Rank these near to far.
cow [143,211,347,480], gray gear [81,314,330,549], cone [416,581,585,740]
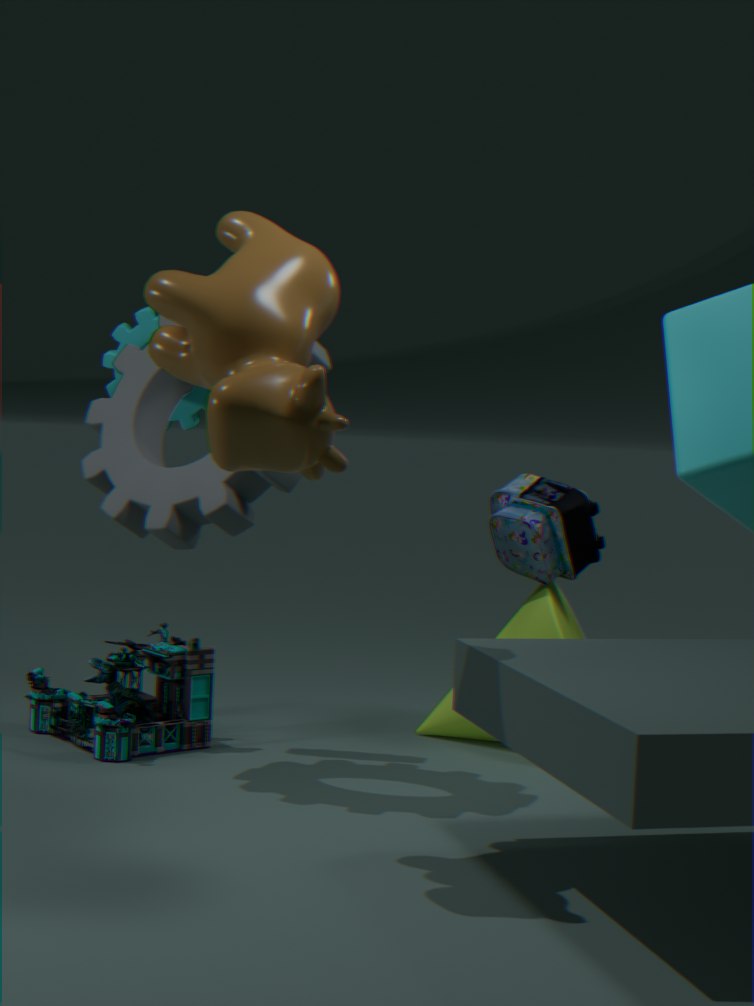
cow [143,211,347,480], gray gear [81,314,330,549], cone [416,581,585,740]
